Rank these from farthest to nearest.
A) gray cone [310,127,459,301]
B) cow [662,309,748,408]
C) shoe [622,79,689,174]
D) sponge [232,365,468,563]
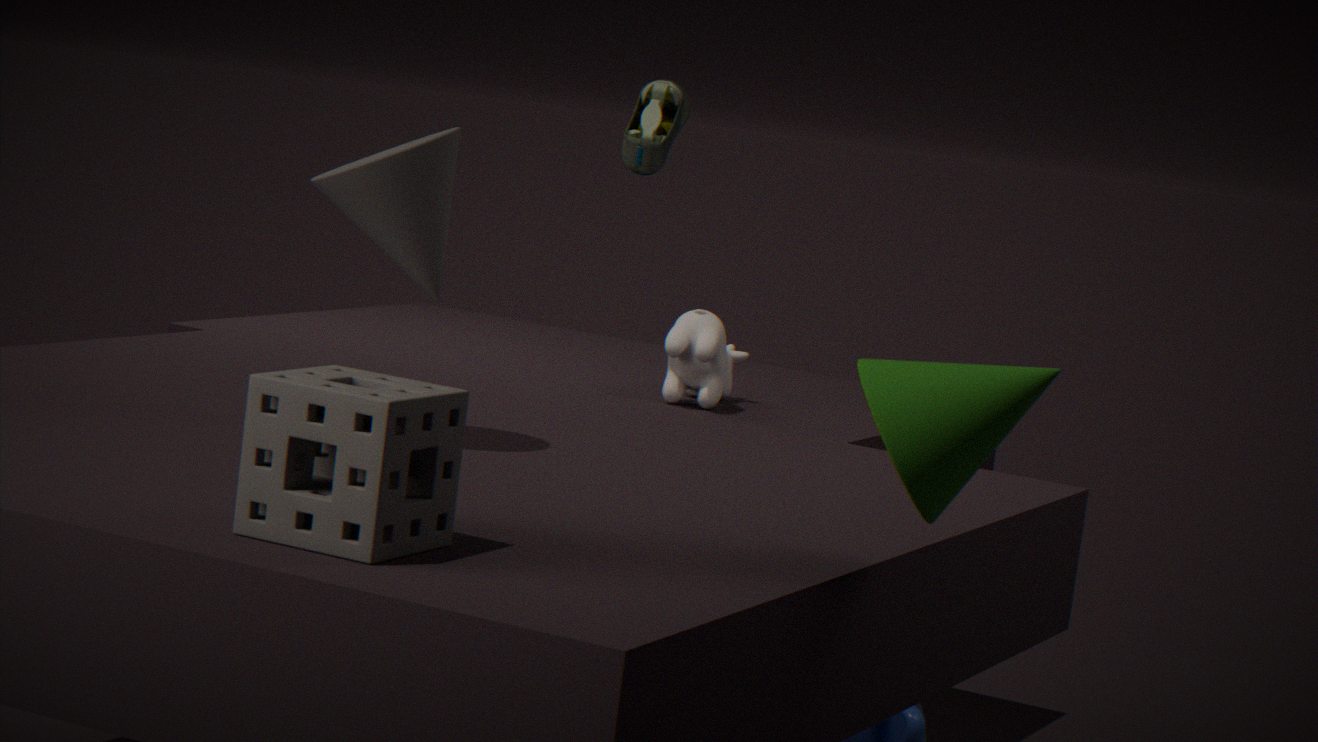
shoe [622,79,689,174] → cow [662,309,748,408] → gray cone [310,127,459,301] → sponge [232,365,468,563]
